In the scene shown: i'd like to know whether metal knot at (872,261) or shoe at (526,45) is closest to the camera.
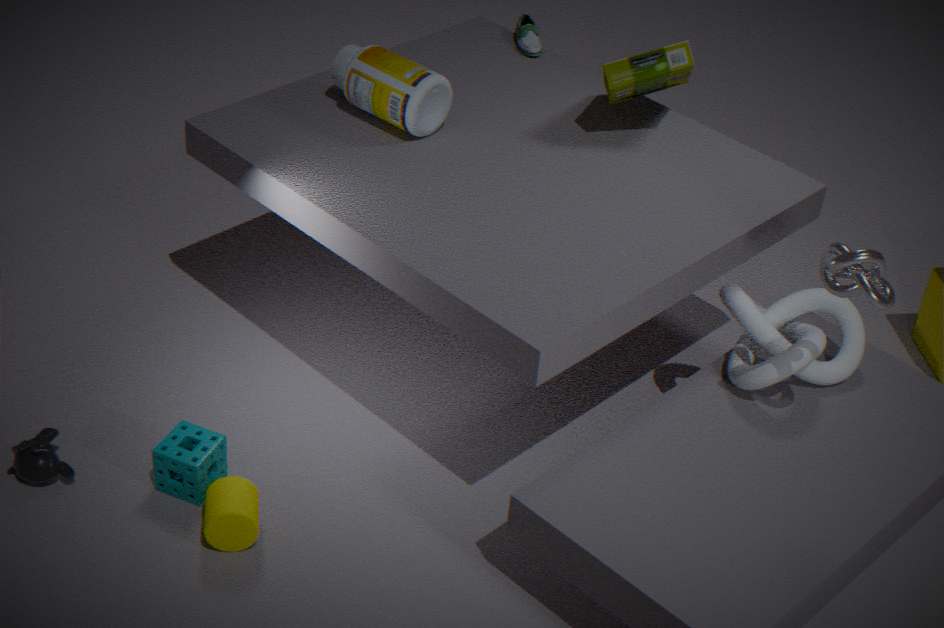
metal knot at (872,261)
